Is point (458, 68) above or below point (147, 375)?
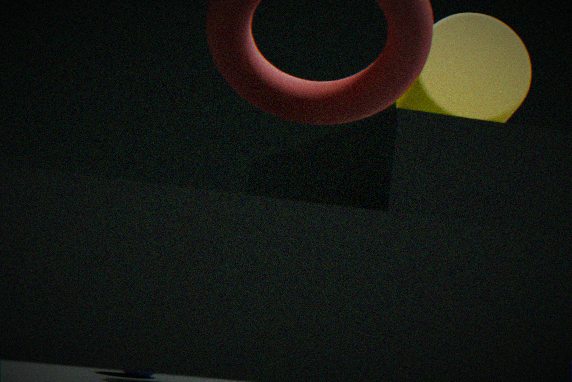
above
